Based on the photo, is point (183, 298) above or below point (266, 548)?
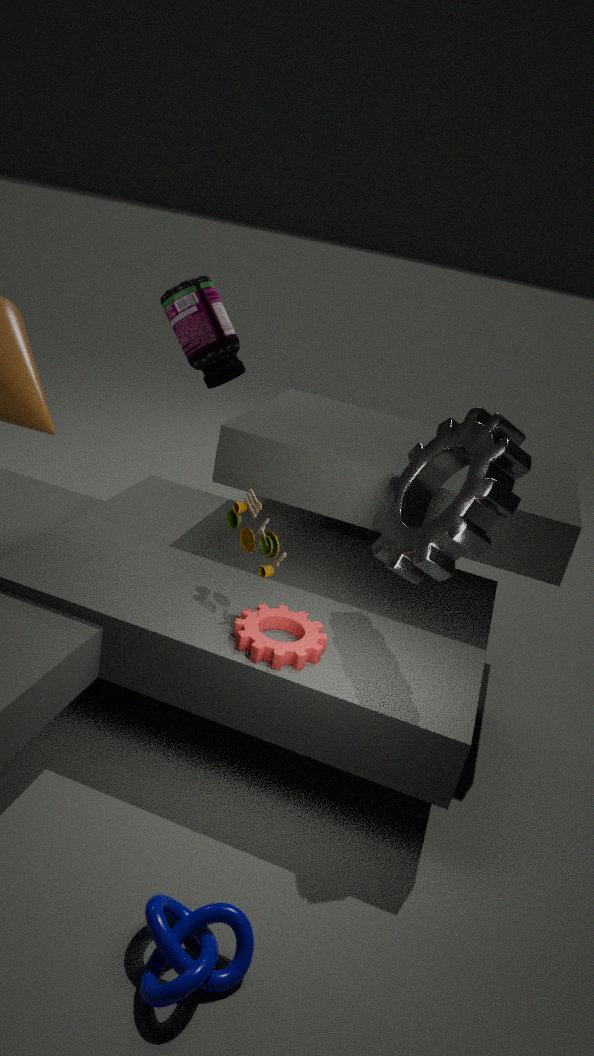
above
